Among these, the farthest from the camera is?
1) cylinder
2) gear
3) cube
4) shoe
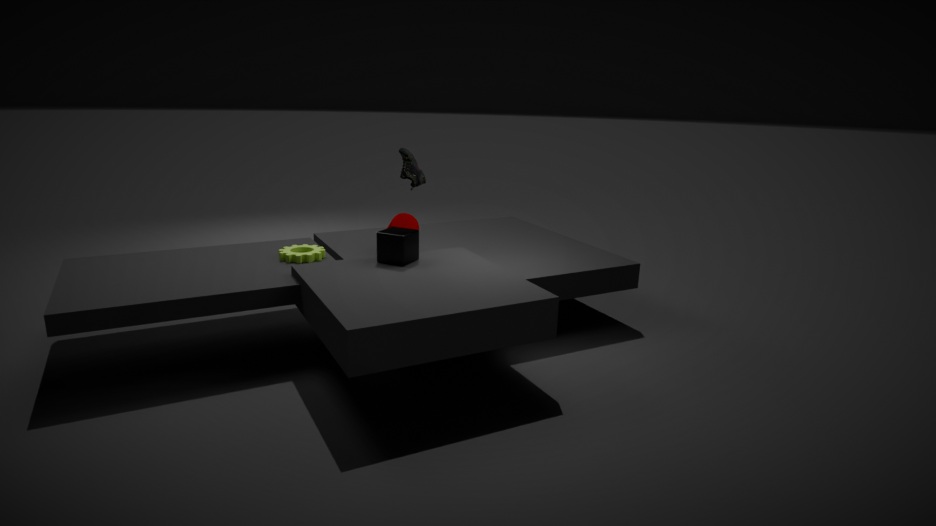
4. shoe
